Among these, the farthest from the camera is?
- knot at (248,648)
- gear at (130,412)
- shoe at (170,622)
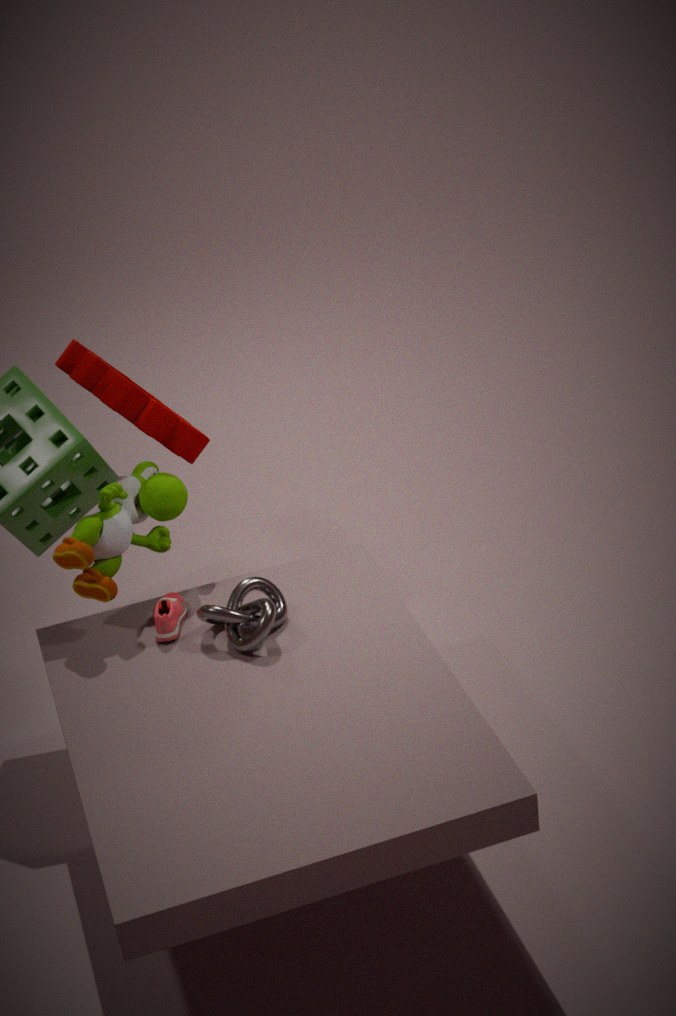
gear at (130,412)
